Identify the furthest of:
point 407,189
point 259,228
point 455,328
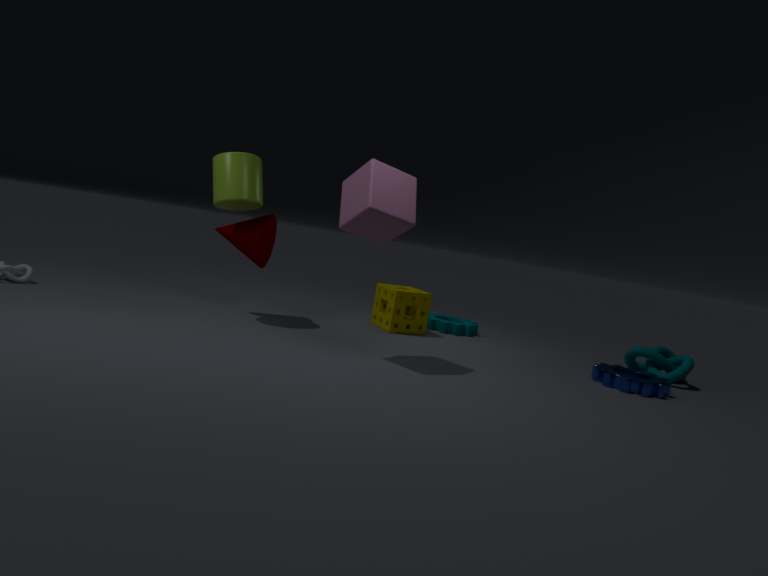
point 455,328
